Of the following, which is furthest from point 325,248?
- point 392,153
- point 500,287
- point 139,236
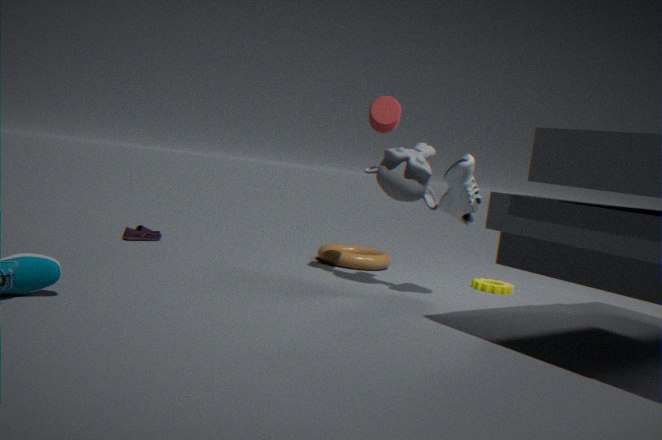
point 139,236
